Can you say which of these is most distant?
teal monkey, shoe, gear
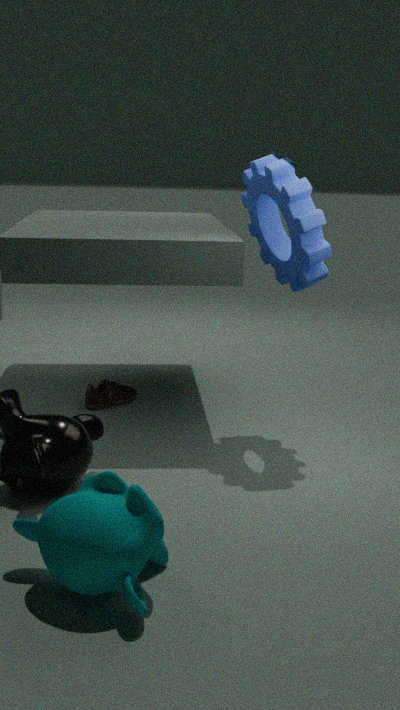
shoe
